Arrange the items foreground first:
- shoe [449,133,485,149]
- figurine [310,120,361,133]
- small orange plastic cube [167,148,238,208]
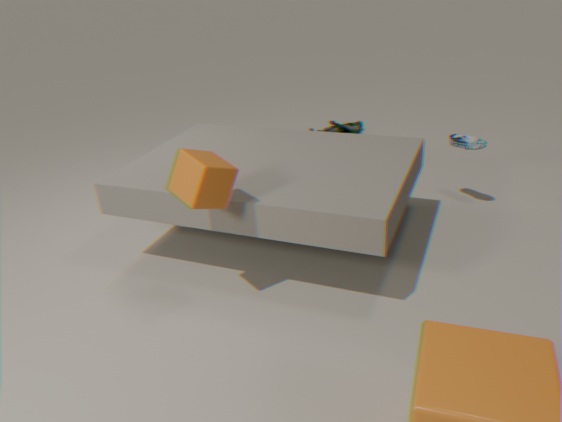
small orange plastic cube [167,148,238,208] < shoe [449,133,485,149] < figurine [310,120,361,133]
